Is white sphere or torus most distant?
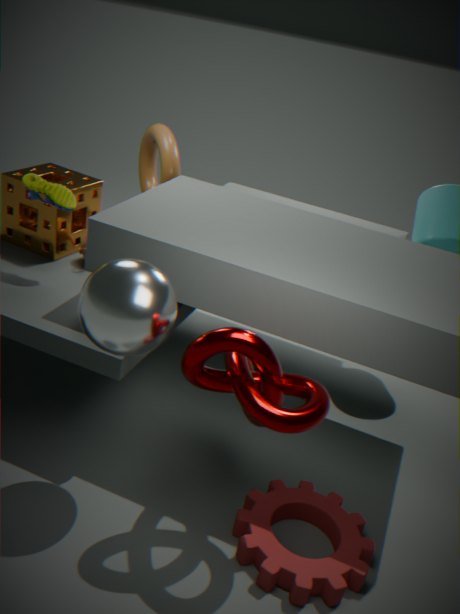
torus
